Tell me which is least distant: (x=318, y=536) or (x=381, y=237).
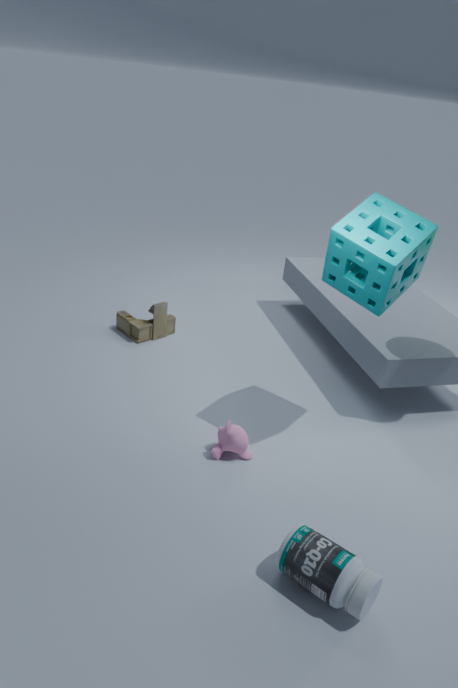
(x=318, y=536)
